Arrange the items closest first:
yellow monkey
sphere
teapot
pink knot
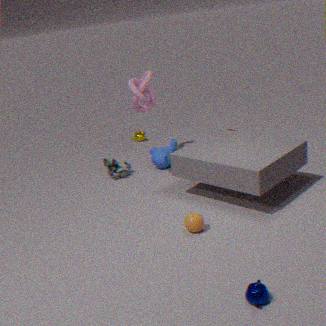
1. teapot
2. sphere
3. pink knot
4. yellow monkey
